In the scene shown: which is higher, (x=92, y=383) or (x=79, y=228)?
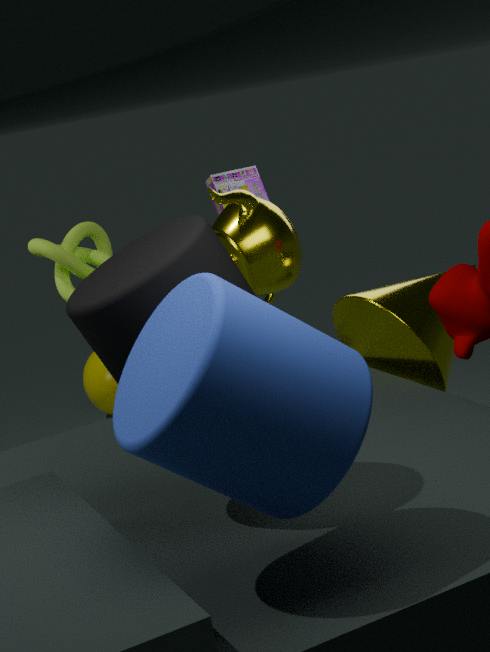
(x=79, y=228)
